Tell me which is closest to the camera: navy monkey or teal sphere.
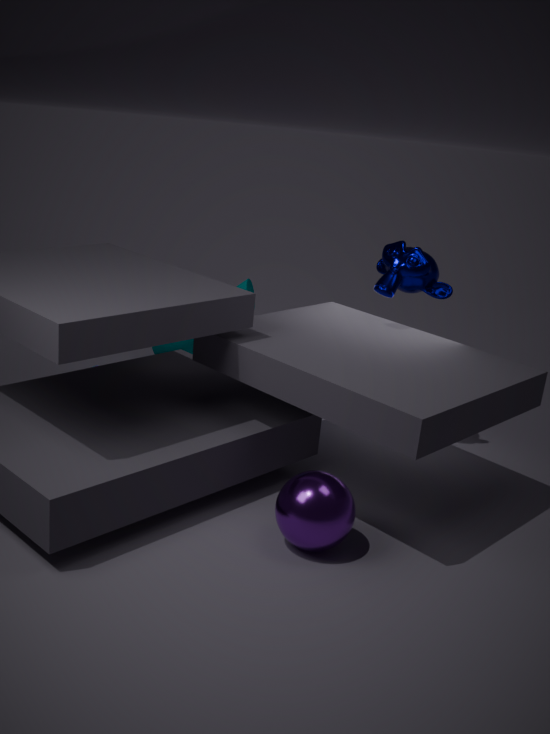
navy monkey
